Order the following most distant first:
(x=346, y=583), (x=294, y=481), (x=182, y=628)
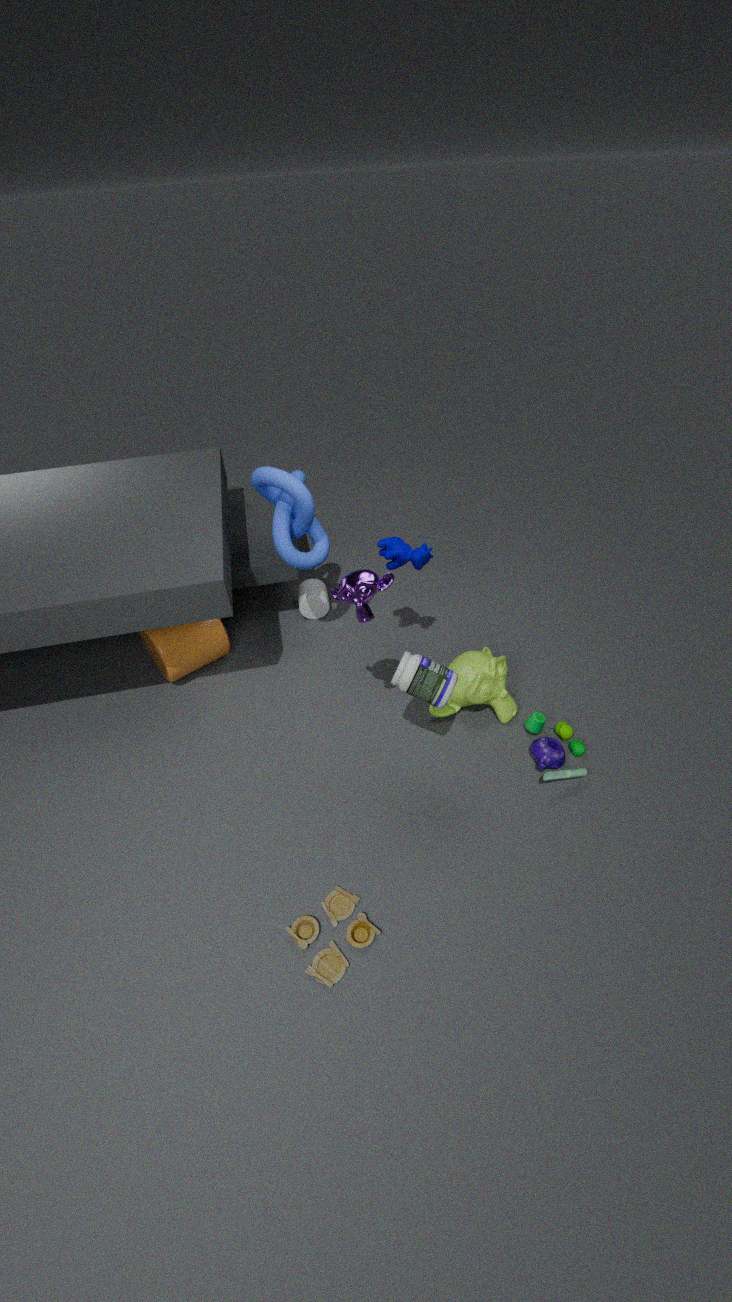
1. (x=182, y=628)
2. (x=294, y=481)
3. (x=346, y=583)
